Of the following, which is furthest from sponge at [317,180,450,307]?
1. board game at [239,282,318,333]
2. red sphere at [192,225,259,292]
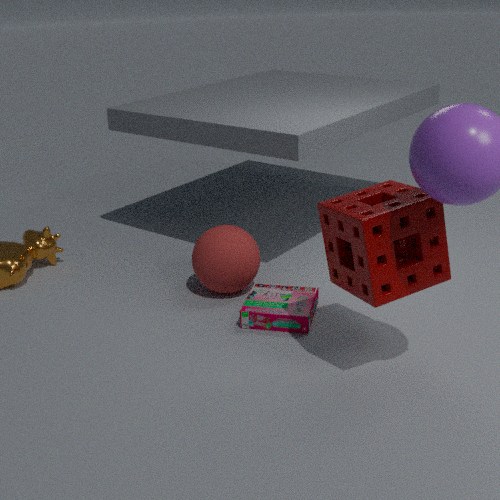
red sphere at [192,225,259,292]
